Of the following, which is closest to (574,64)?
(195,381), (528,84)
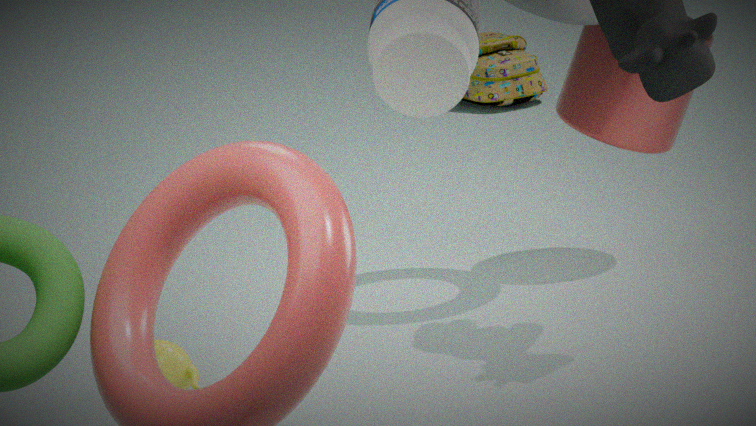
(195,381)
